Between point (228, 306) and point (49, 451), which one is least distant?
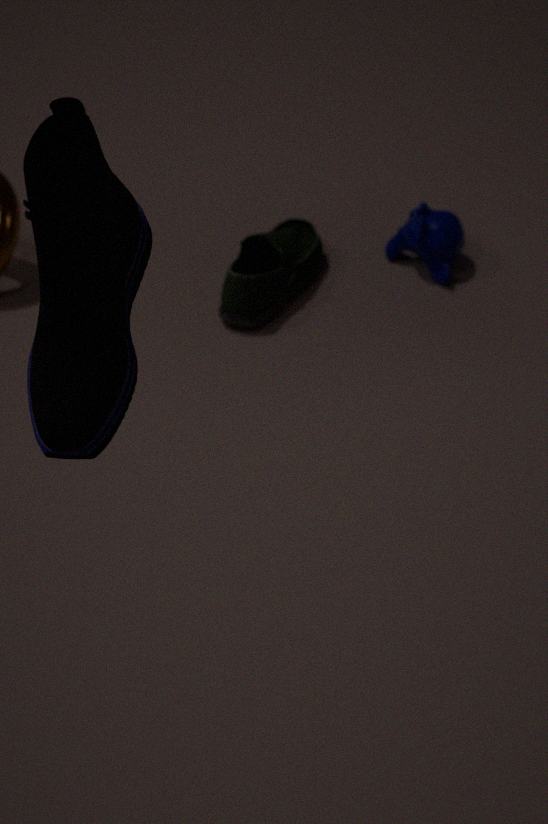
point (49, 451)
